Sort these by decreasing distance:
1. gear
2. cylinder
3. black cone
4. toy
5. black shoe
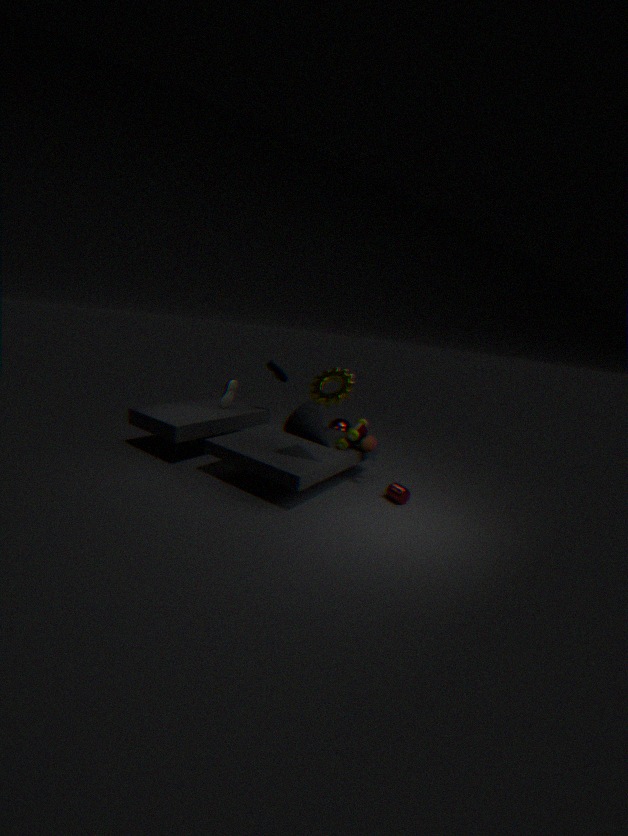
black shoe < gear < toy < cylinder < black cone
